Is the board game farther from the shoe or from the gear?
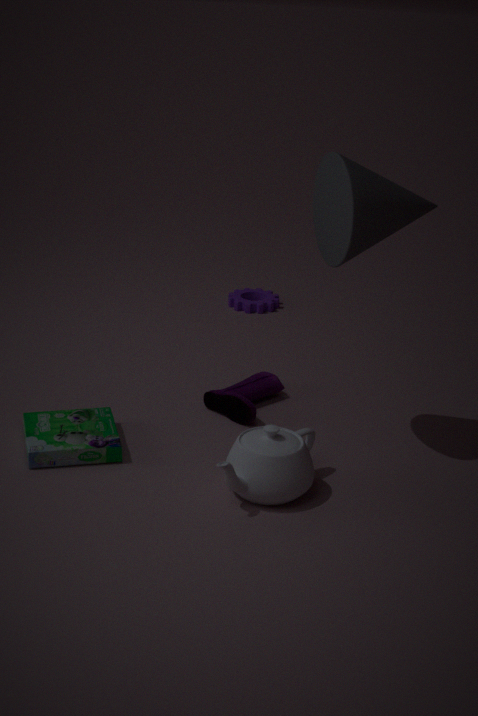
the gear
